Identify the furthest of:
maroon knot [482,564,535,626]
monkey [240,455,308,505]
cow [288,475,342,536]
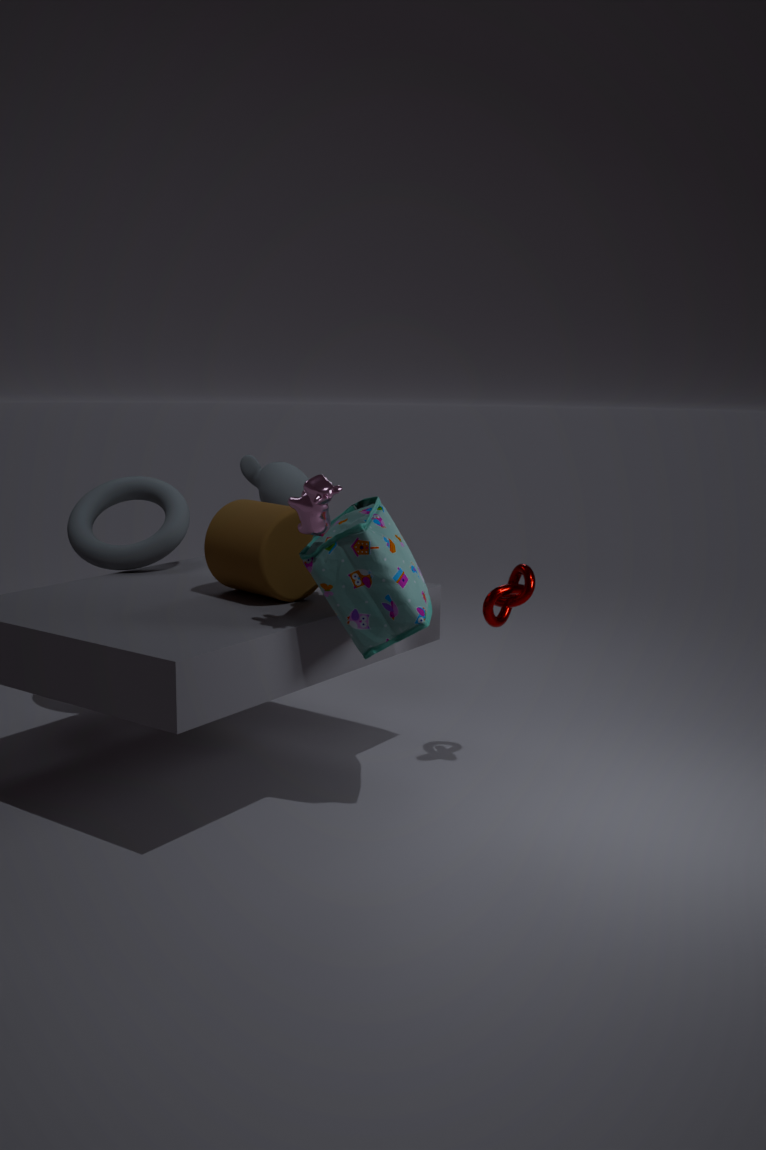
monkey [240,455,308,505]
